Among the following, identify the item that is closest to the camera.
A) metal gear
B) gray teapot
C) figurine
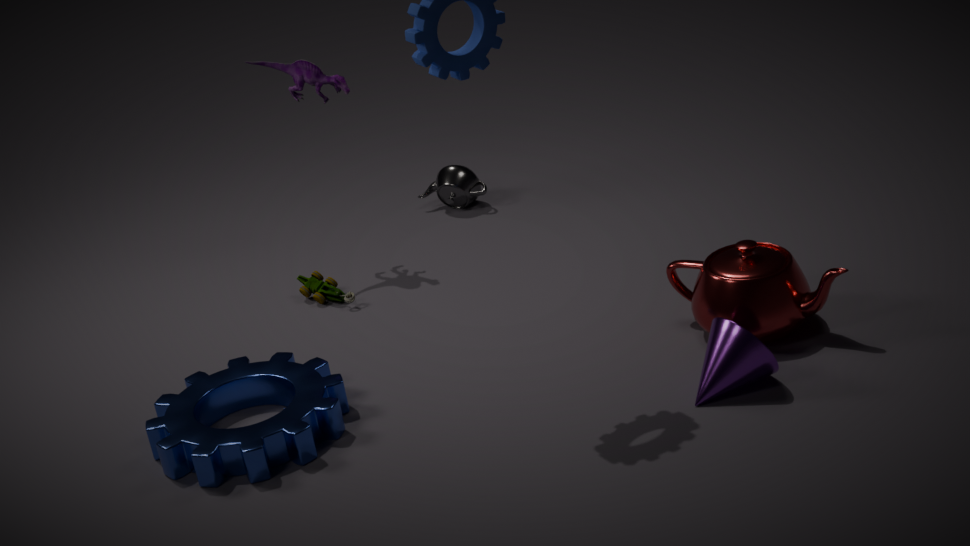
metal gear
